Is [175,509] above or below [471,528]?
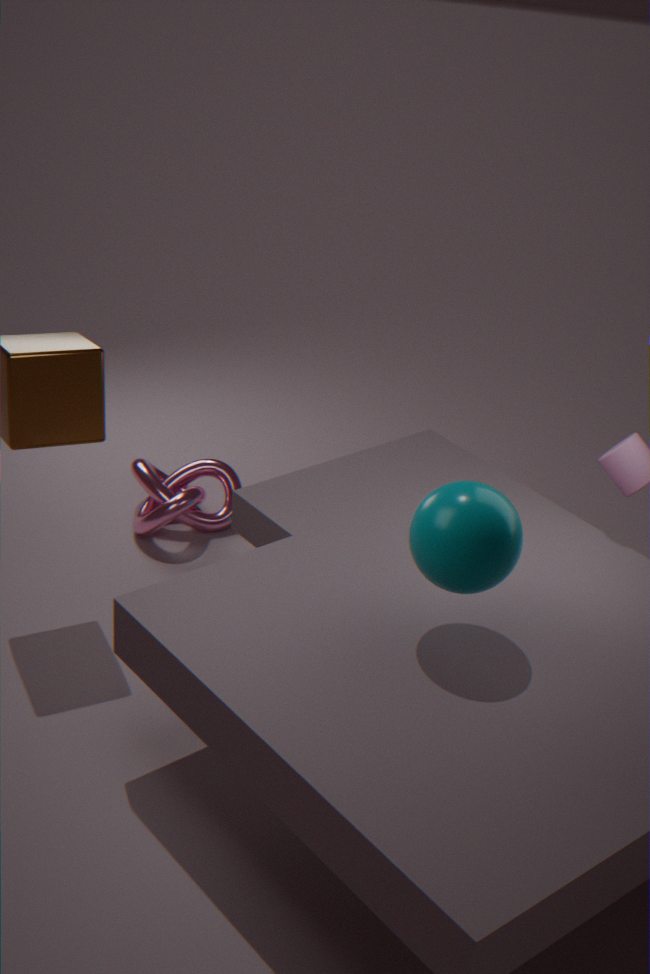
below
